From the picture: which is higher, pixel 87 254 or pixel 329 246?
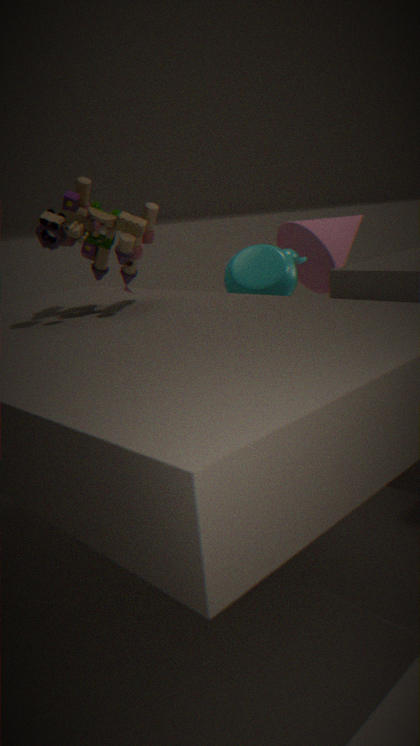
pixel 87 254
